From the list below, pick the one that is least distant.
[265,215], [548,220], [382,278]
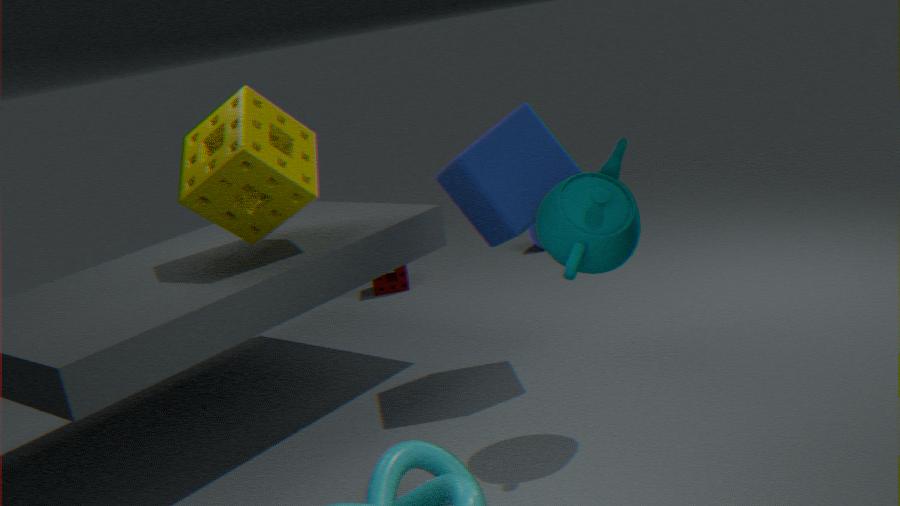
[548,220]
